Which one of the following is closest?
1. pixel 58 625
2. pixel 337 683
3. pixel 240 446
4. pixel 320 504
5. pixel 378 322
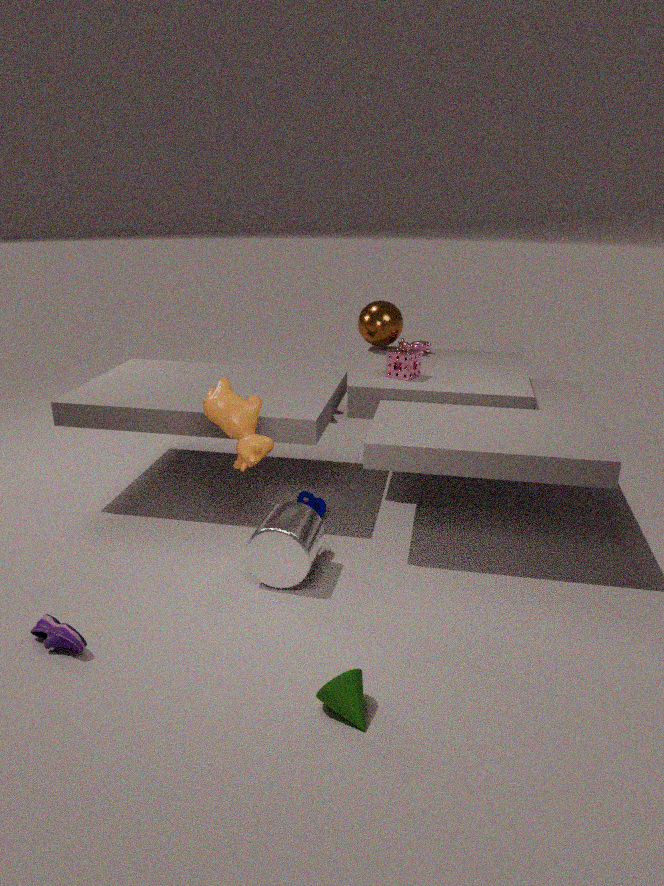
pixel 337 683
